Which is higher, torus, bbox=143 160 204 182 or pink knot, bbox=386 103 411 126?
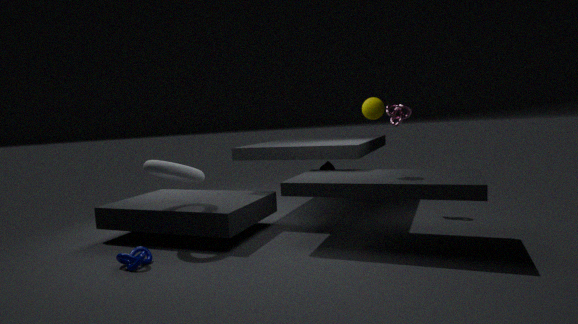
pink knot, bbox=386 103 411 126
